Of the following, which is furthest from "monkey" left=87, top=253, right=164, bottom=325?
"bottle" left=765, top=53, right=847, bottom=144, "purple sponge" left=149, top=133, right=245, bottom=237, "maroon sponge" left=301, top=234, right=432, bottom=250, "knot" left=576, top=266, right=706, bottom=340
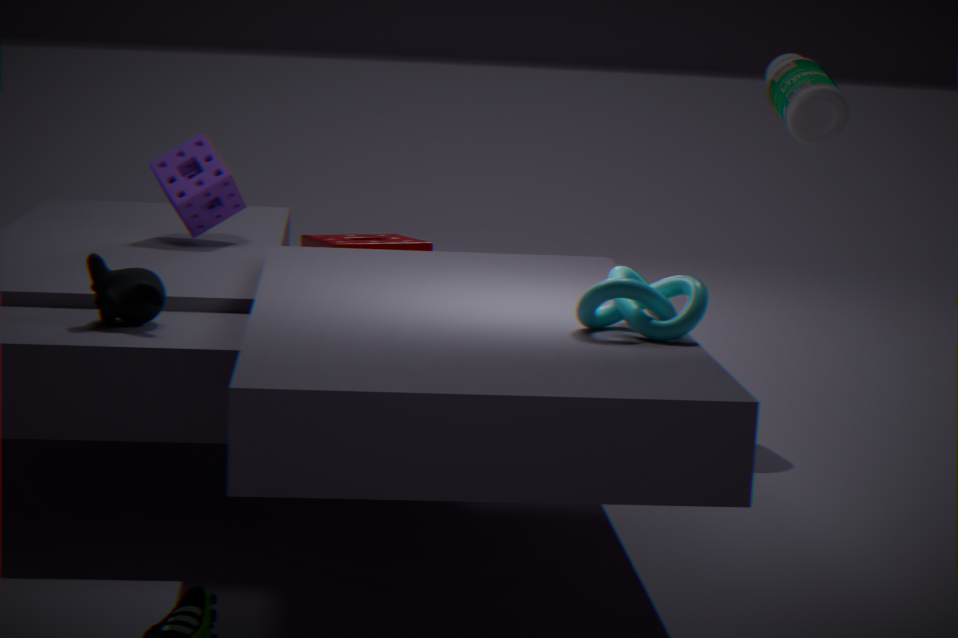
"bottle" left=765, top=53, right=847, bottom=144
